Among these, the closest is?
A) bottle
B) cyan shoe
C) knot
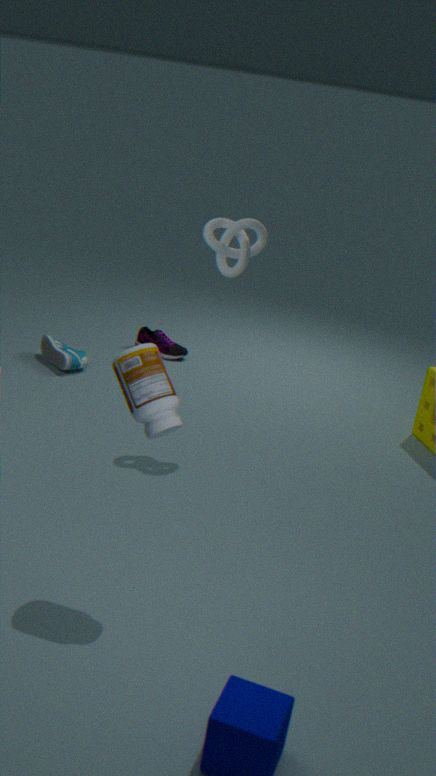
bottle
